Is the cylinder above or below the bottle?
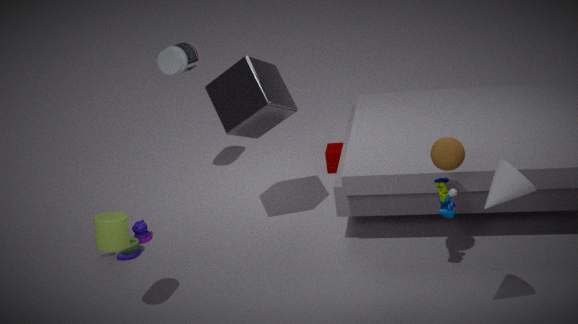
below
